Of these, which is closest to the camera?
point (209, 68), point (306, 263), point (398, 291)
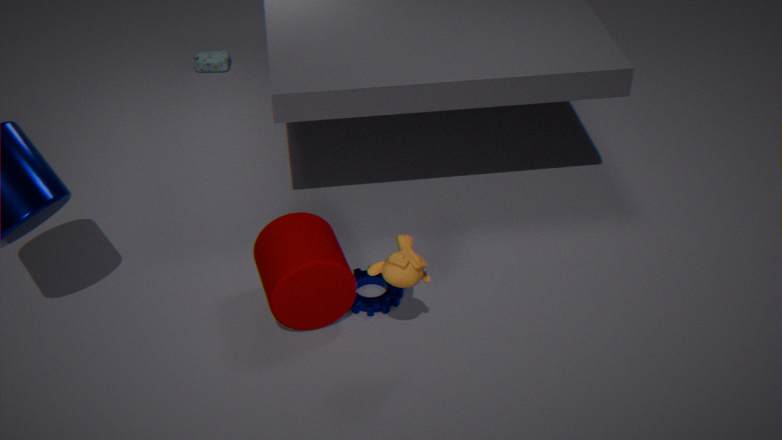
point (306, 263)
